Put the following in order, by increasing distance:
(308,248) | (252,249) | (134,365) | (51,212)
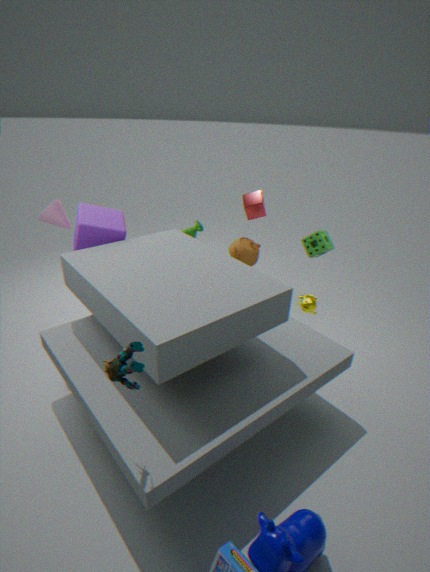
(134,365), (51,212), (308,248), (252,249)
